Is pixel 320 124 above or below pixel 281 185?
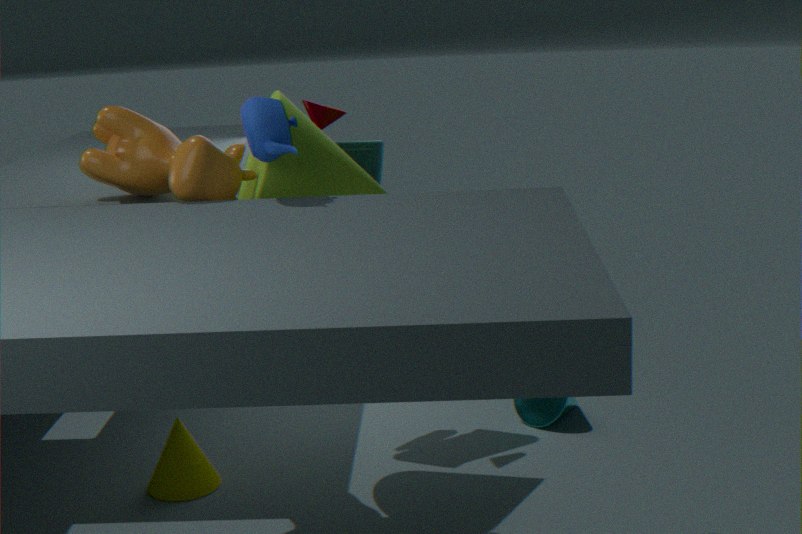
below
